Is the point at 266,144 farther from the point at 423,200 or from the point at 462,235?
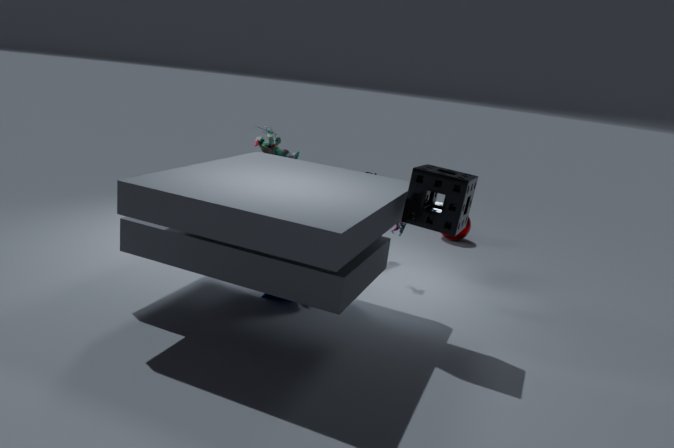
the point at 462,235
